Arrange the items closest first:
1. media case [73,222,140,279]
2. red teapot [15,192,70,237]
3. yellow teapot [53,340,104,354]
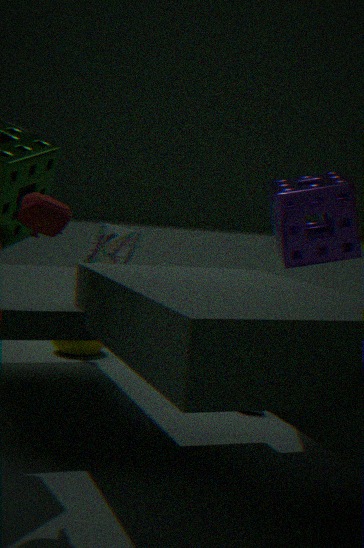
red teapot [15,192,70,237]
media case [73,222,140,279]
yellow teapot [53,340,104,354]
